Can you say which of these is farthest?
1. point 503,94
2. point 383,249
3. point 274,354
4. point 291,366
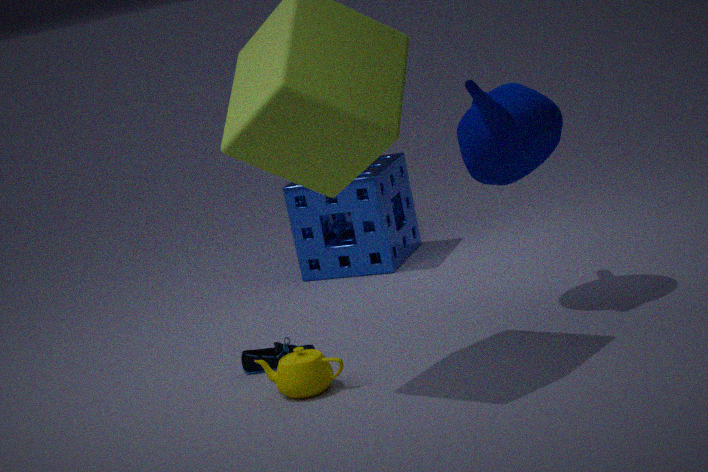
point 383,249
